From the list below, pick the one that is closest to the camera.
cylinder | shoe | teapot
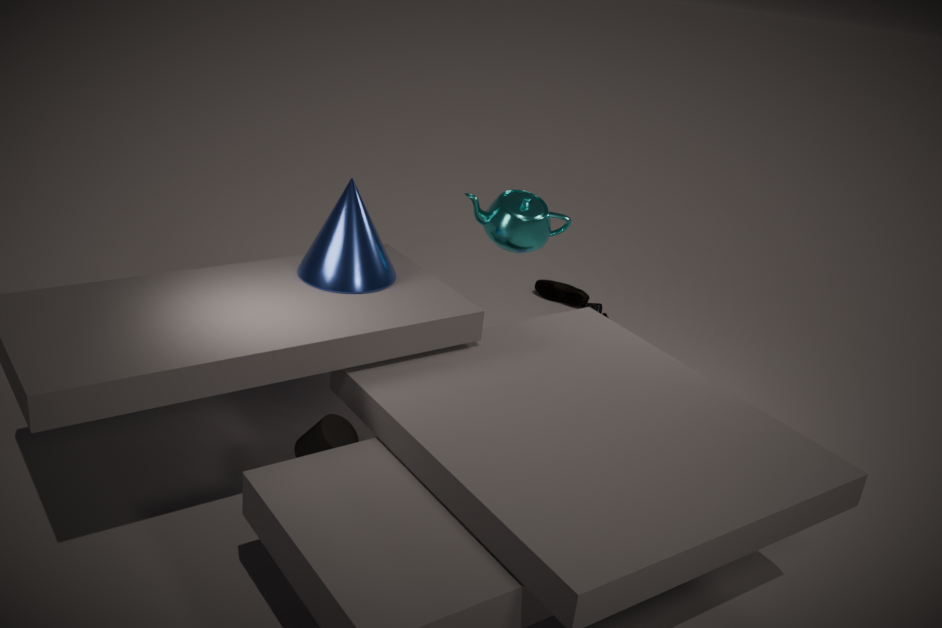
cylinder
